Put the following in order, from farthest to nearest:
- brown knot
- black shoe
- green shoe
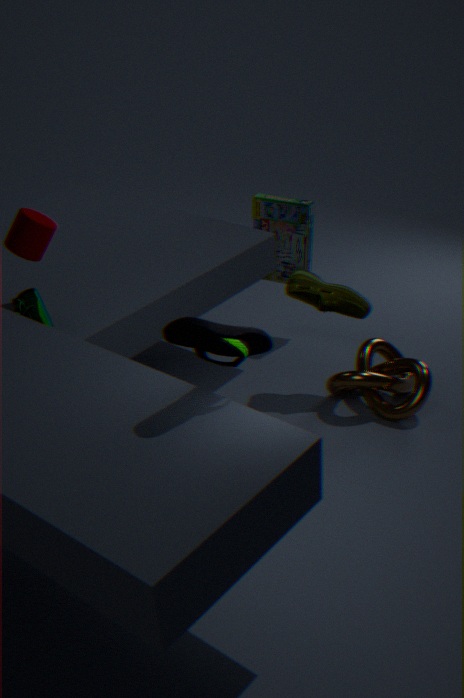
brown knot
green shoe
black shoe
